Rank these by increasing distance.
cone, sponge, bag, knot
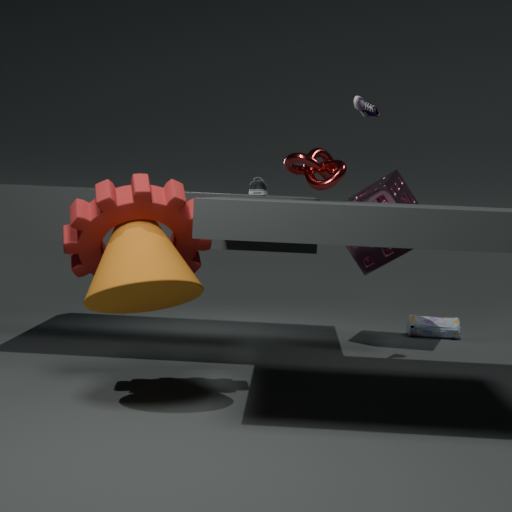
1. cone
2. knot
3. sponge
4. bag
